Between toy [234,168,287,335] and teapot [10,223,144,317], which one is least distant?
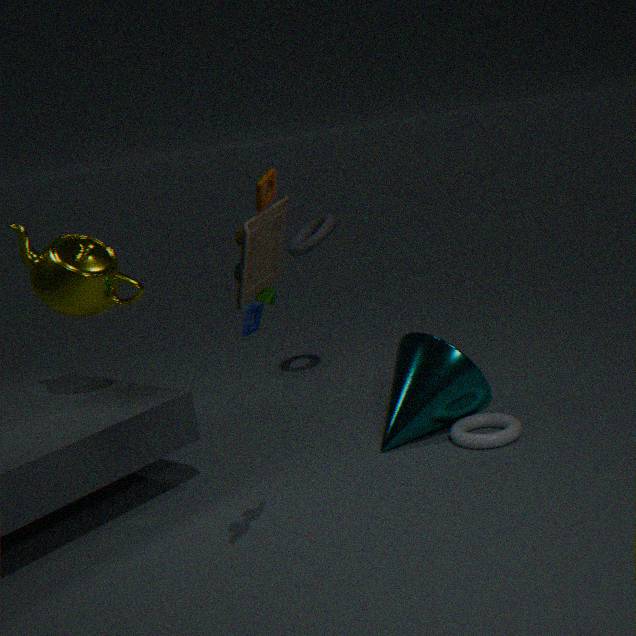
toy [234,168,287,335]
